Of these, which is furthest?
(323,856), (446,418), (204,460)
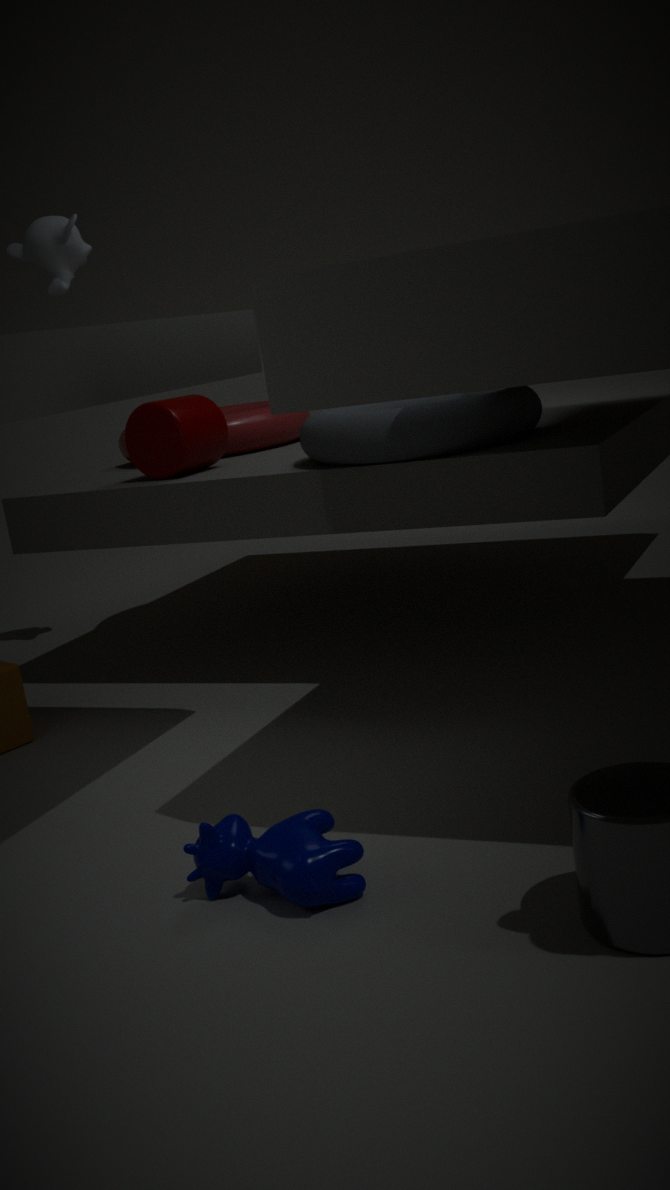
(204,460)
